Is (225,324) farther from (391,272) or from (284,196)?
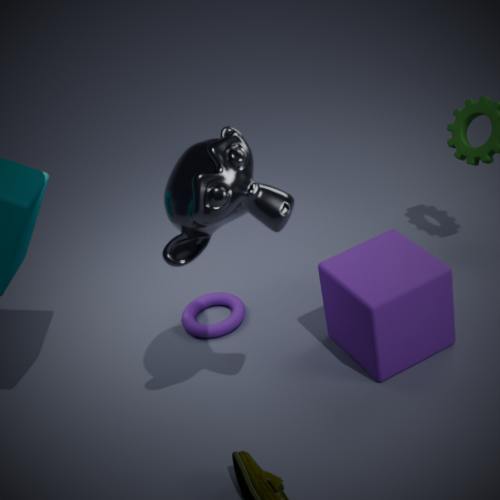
(284,196)
